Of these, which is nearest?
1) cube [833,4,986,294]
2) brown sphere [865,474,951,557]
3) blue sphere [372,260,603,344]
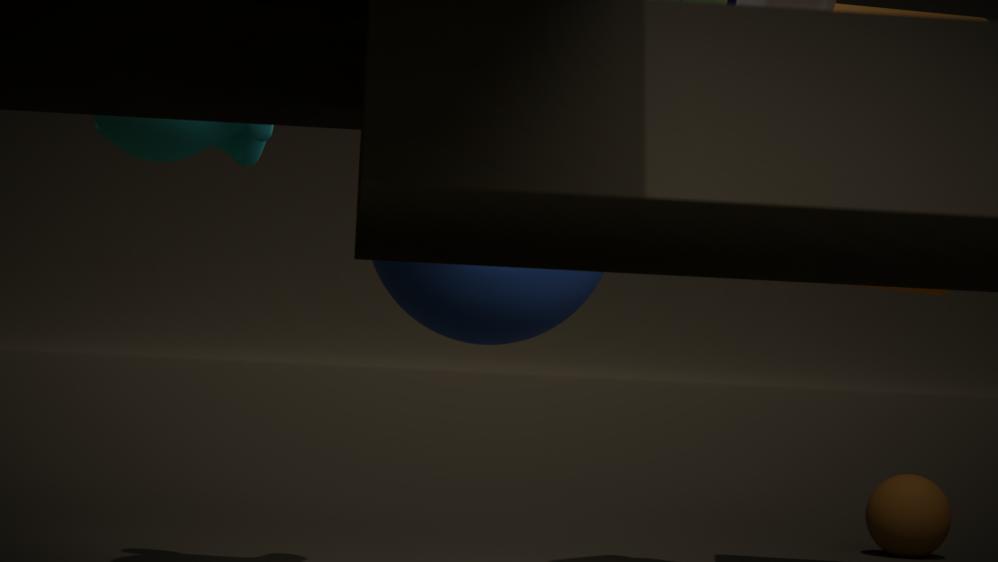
1. cube [833,4,986,294]
